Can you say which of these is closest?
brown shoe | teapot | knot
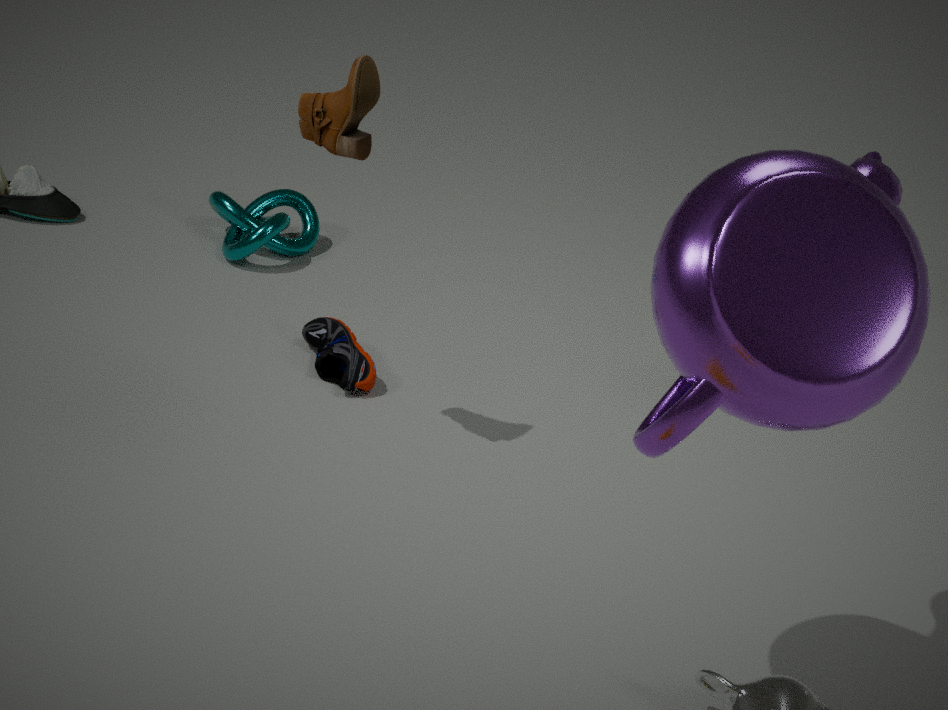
teapot
